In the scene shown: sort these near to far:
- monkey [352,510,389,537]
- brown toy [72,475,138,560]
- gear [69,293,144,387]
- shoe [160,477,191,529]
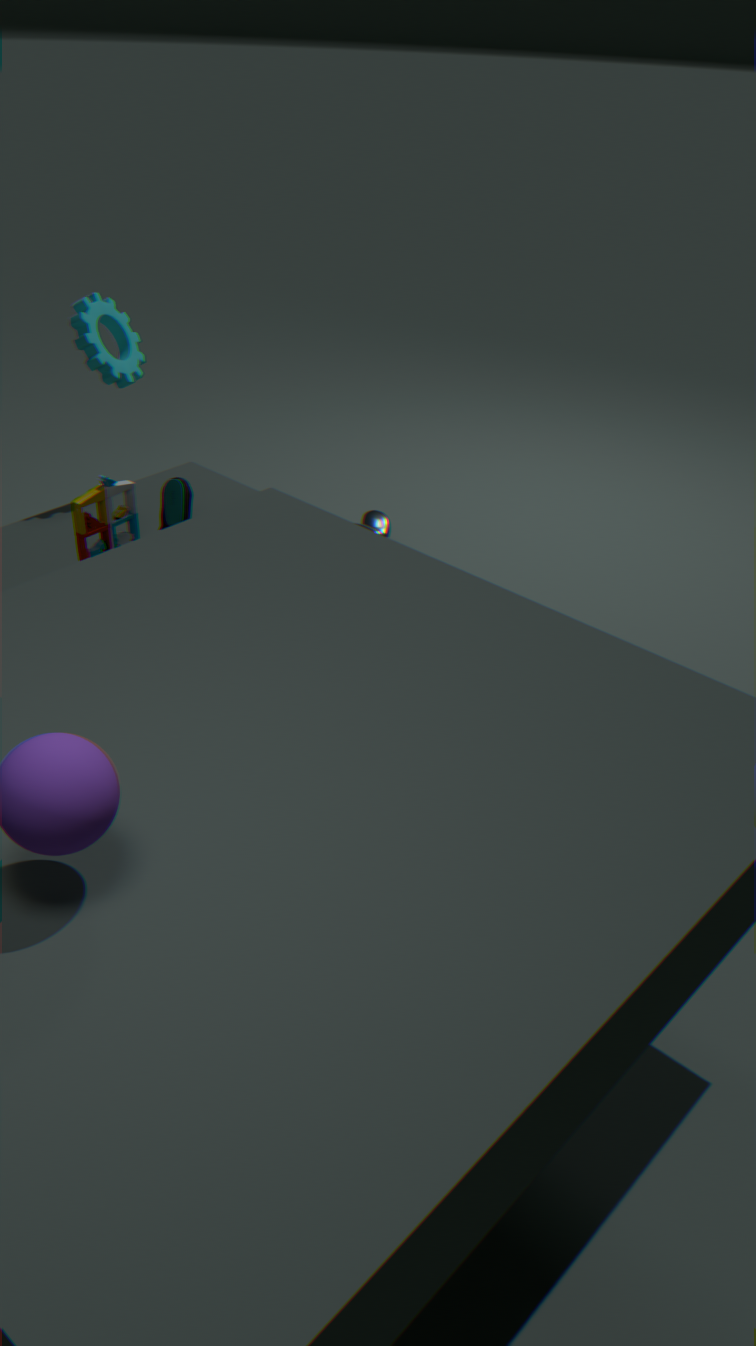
1. brown toy [72,475,138,560]
2. shoe [160,477,191,529]
3. gear [69,293,144,387]
4. monkey [352,510,389,537]
